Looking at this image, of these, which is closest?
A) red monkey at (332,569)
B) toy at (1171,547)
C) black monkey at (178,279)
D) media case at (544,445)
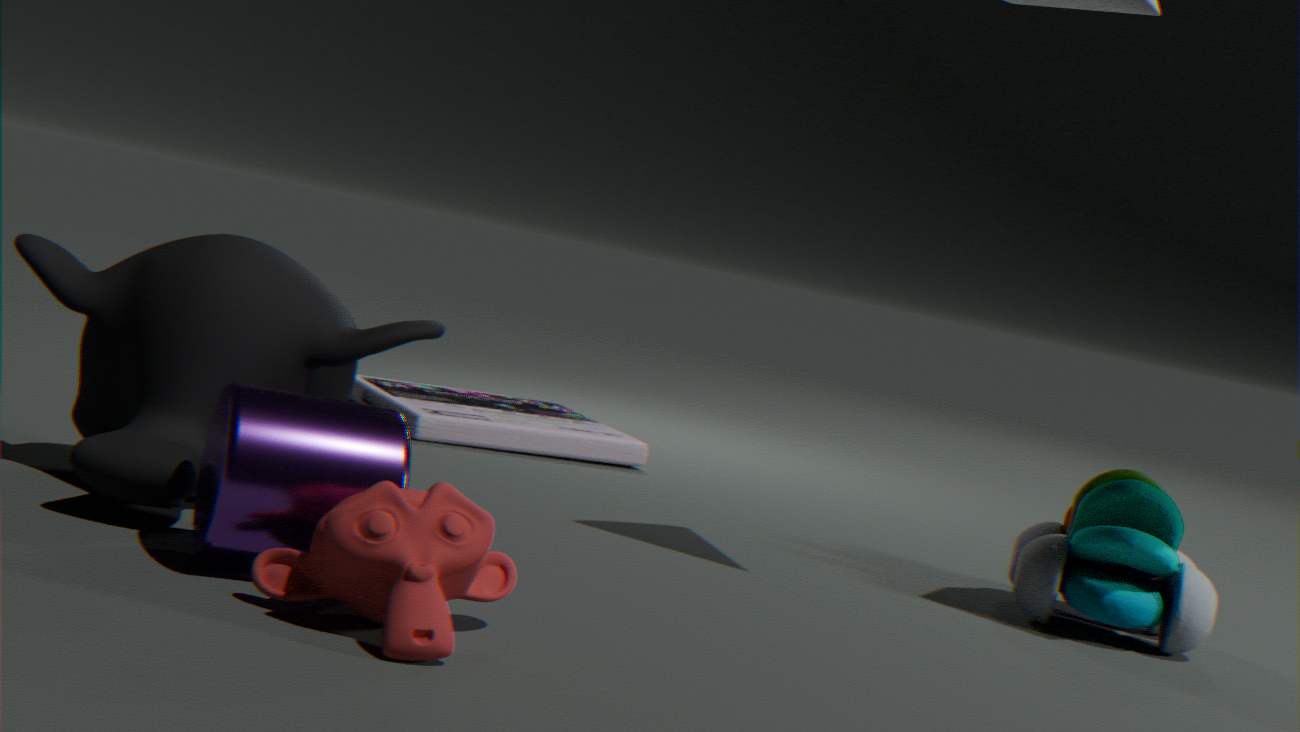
A. red monkey at (332,569)
